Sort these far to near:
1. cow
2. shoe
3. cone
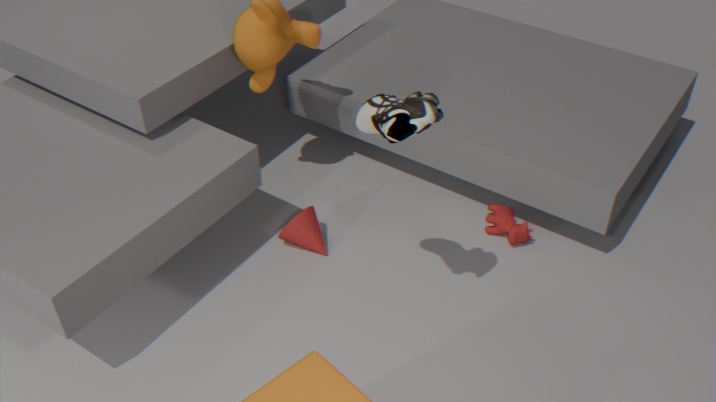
1. cow
2. cone
3. shoe
